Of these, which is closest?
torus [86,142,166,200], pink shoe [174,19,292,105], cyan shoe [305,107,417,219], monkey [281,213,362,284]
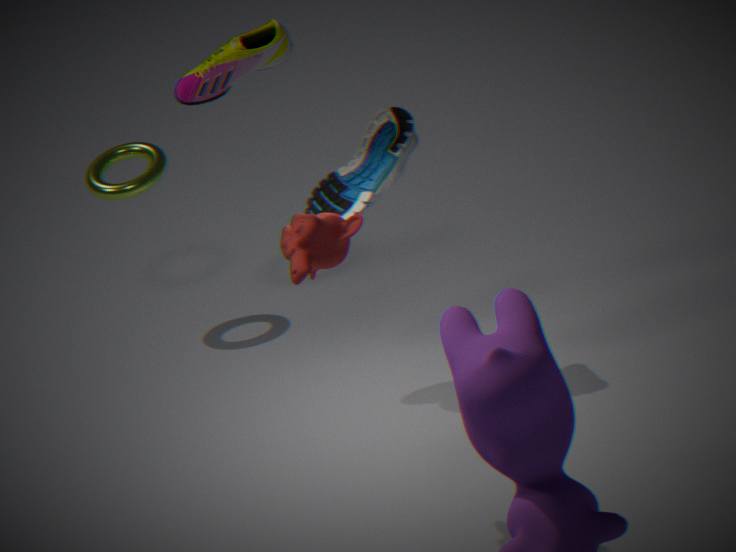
monkey [281,213,362,284]
